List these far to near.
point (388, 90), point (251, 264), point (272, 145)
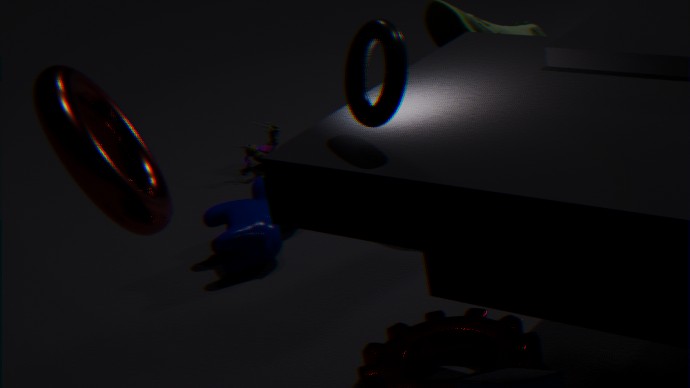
point (272, 145) → point (251, 264) → point (388, 90)
